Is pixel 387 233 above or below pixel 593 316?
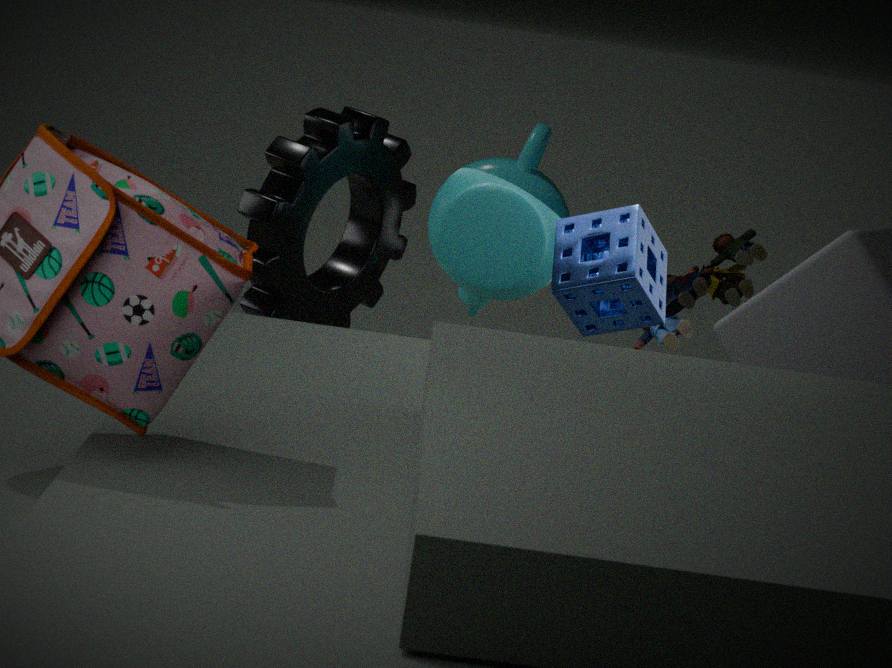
below
